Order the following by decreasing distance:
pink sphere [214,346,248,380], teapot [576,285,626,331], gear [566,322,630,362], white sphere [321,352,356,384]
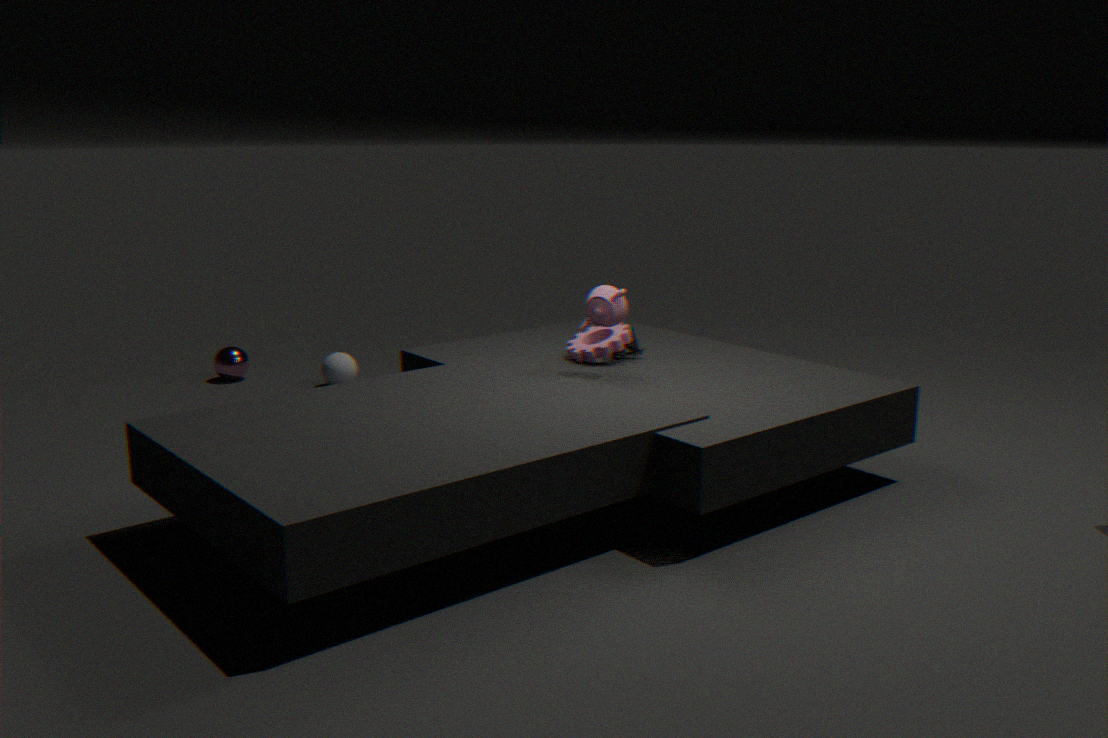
pink sphere [214,346,248,380] < white sphere [321,352,356,384] < gear [566,322,630,362] < teapot [576,285,626,331]
